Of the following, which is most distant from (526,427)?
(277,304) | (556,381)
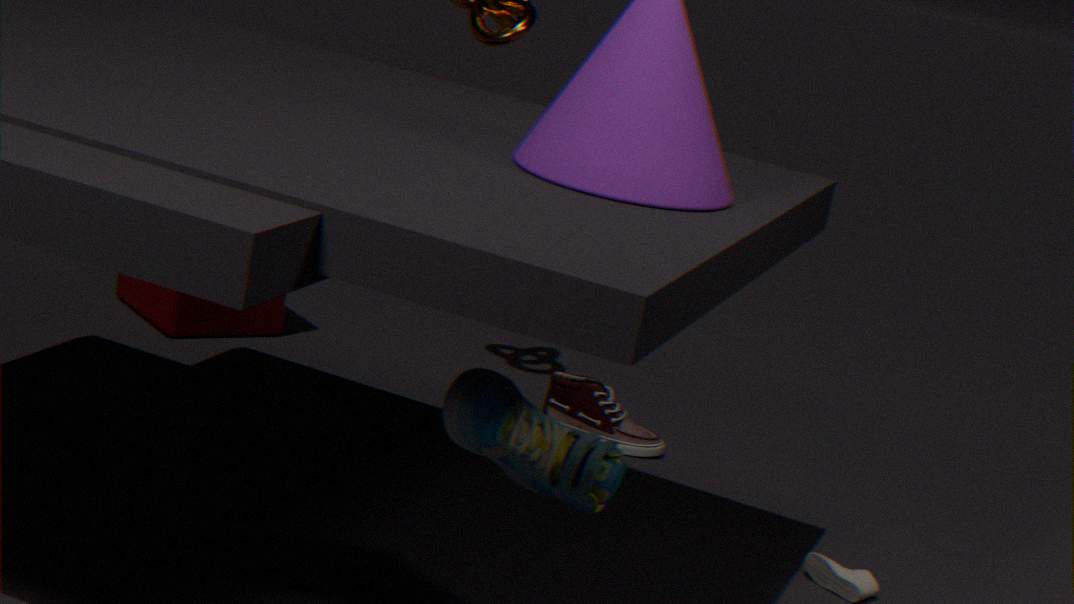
(277,304)
